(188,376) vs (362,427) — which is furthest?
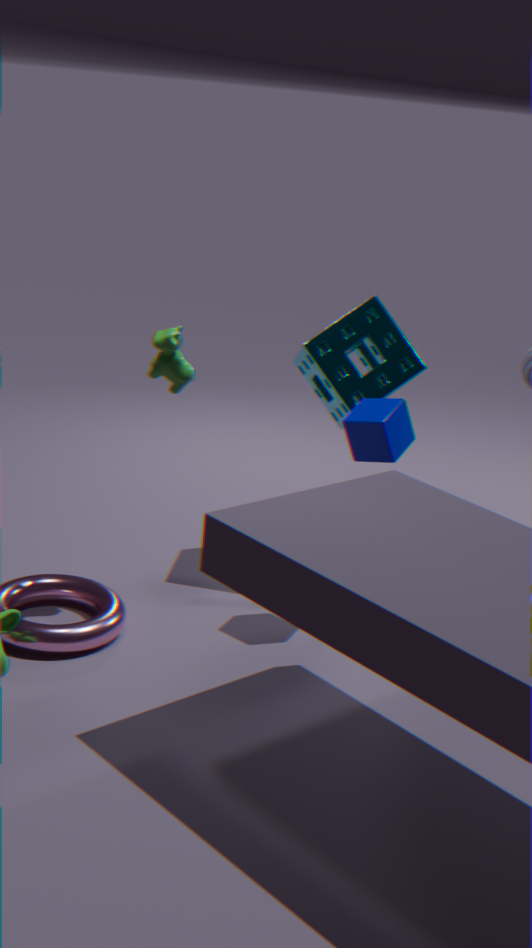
(188,376)
